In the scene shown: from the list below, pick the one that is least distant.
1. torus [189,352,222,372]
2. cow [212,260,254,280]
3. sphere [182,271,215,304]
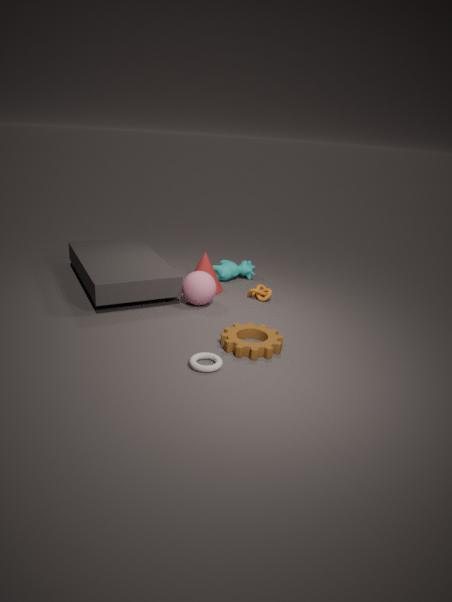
torus [189,352,222,372]
